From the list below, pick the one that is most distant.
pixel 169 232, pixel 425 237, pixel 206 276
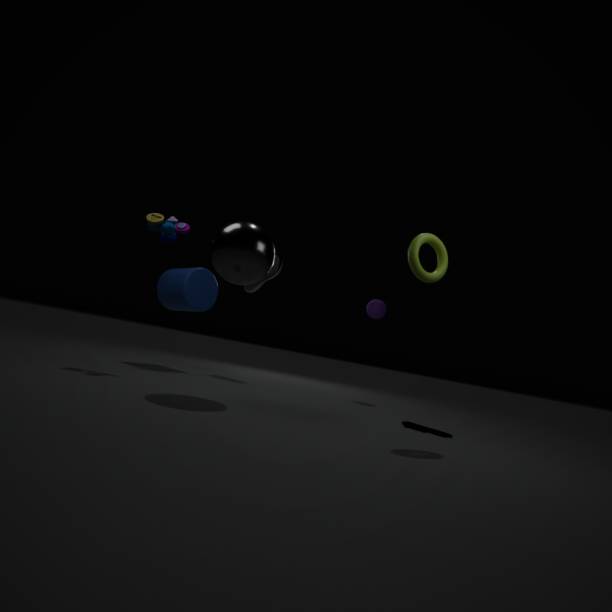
pixel 206 276
